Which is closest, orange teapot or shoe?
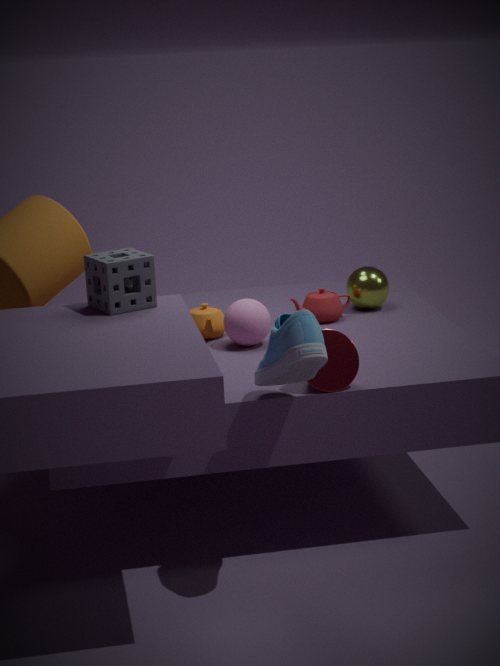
shoe
